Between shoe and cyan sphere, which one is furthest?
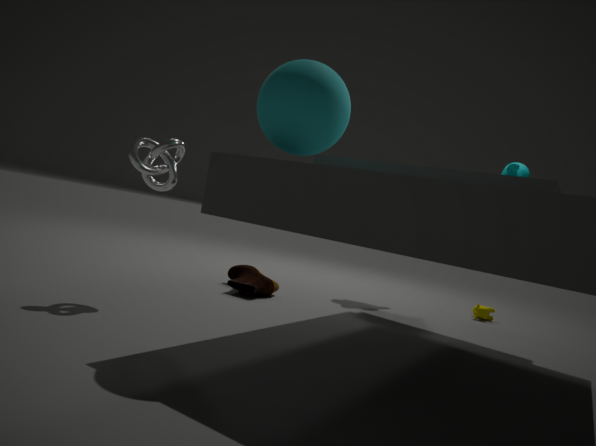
shoe
